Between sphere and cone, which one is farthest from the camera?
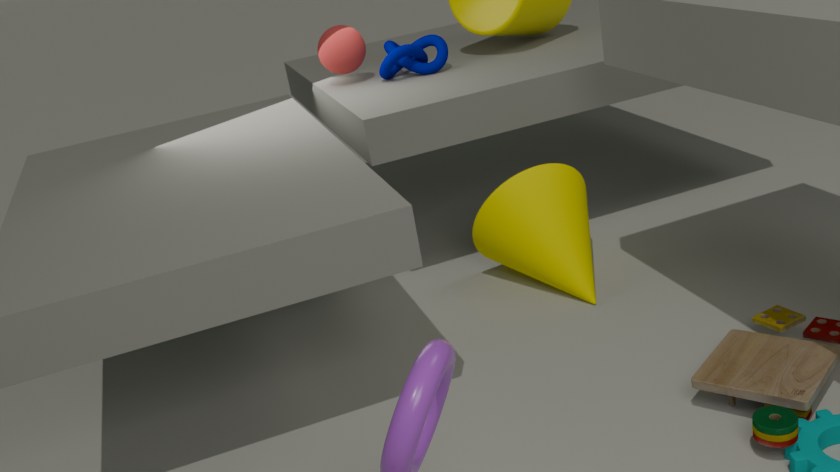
sphere
